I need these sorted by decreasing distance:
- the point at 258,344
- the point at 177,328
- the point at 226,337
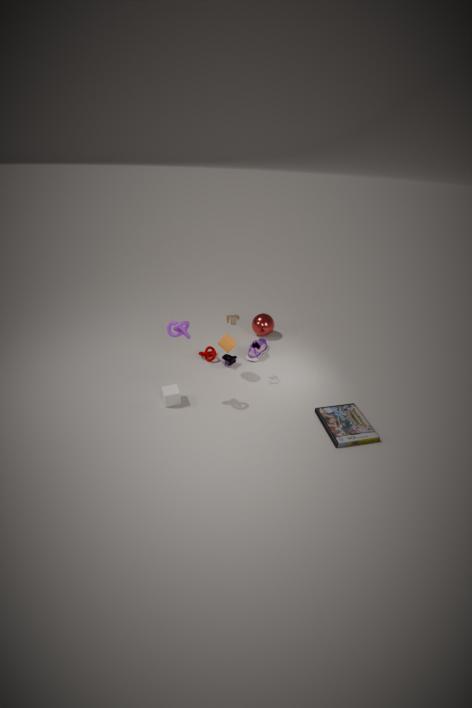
the point at 258,344 < the point at 226,337 < the point at 177,328
